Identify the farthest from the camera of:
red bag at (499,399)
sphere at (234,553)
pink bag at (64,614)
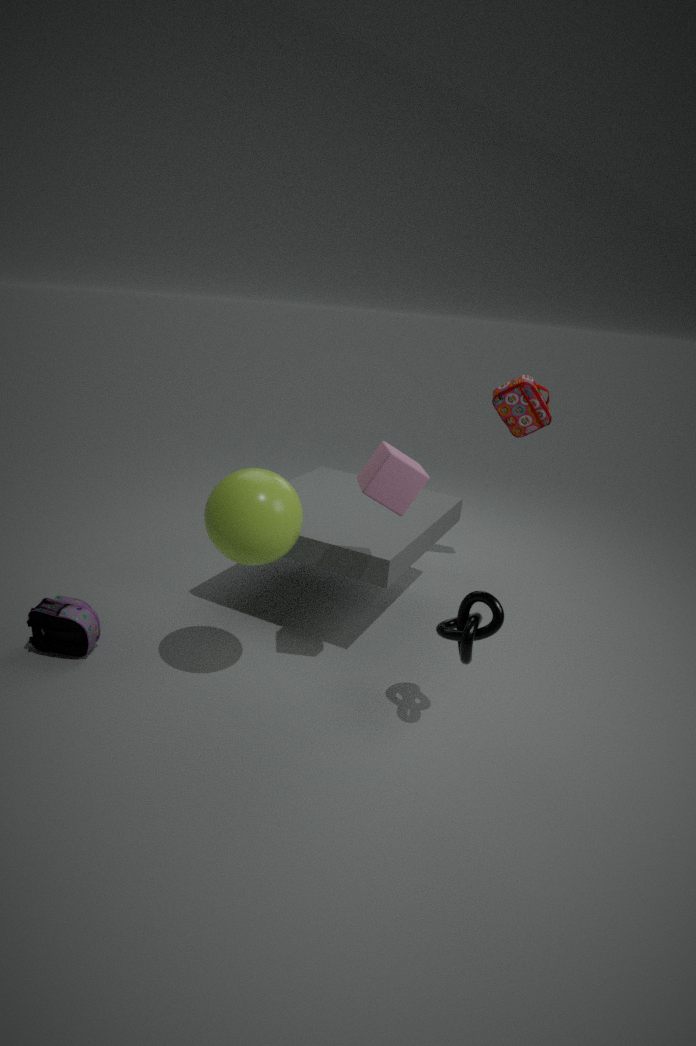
red bag at (499,399)
